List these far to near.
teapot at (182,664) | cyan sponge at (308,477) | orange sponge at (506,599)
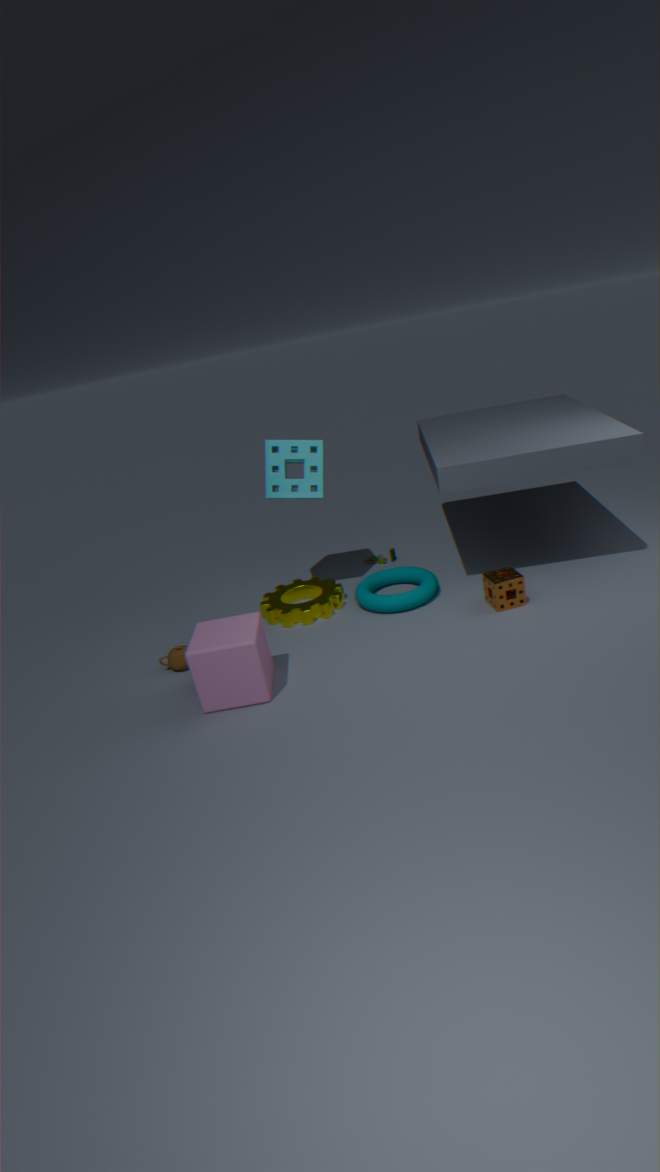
cyan sponge at (308,477) → teapot at (182,664) → orange sponge at (506,599)
